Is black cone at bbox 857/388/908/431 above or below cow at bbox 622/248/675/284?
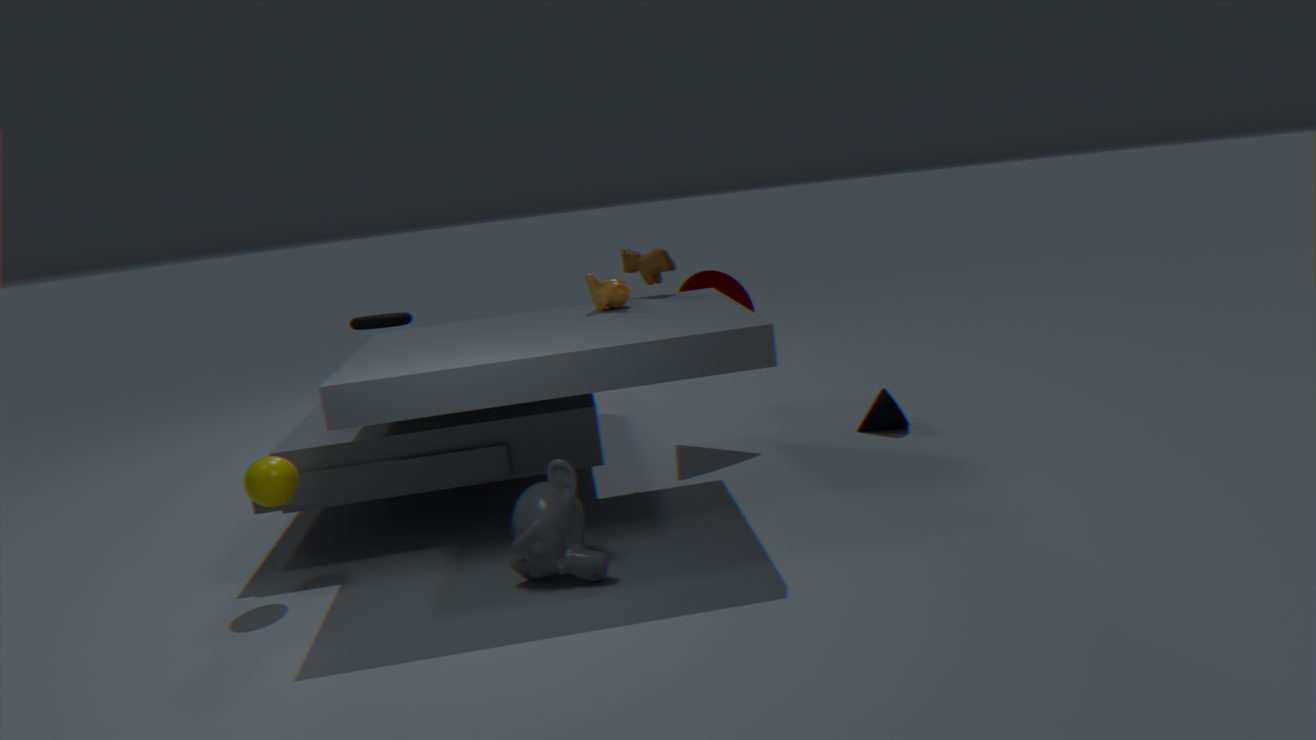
below
